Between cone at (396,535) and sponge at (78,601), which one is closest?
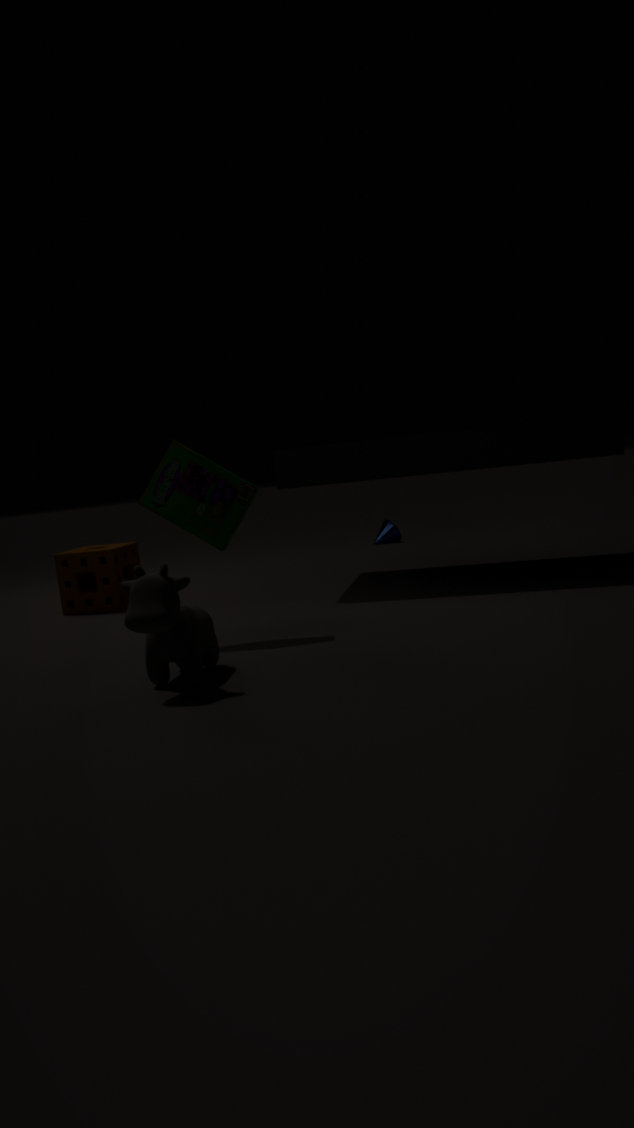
sponge at (78,601)
